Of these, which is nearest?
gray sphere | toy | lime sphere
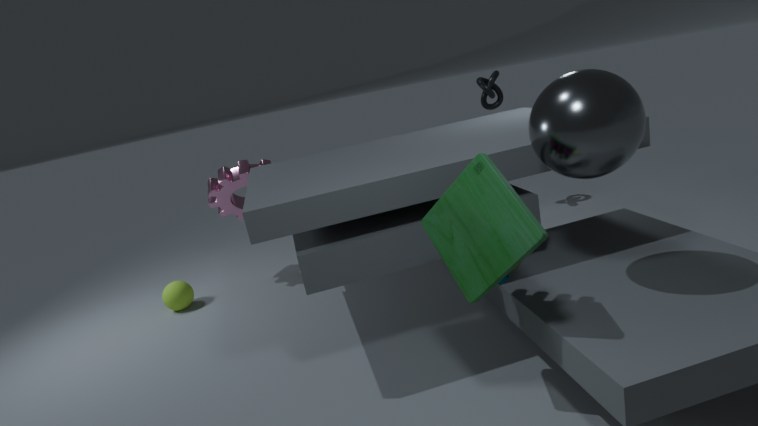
toy
